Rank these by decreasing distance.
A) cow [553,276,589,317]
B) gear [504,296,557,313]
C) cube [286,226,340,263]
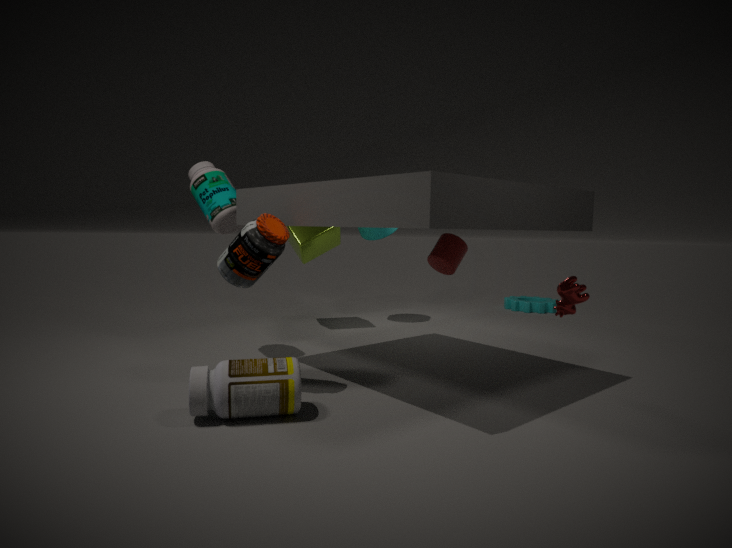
1. gear [504,296,557,313]
2. cube [286,226,340,263]
3. cow [553,276,589,317]
